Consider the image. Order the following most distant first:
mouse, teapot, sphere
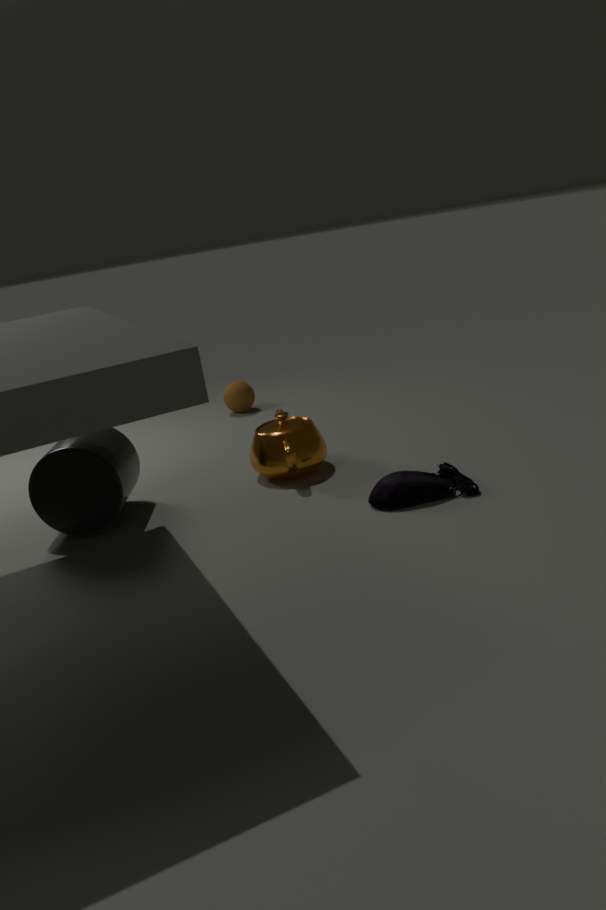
sphere < teapot < mouse
